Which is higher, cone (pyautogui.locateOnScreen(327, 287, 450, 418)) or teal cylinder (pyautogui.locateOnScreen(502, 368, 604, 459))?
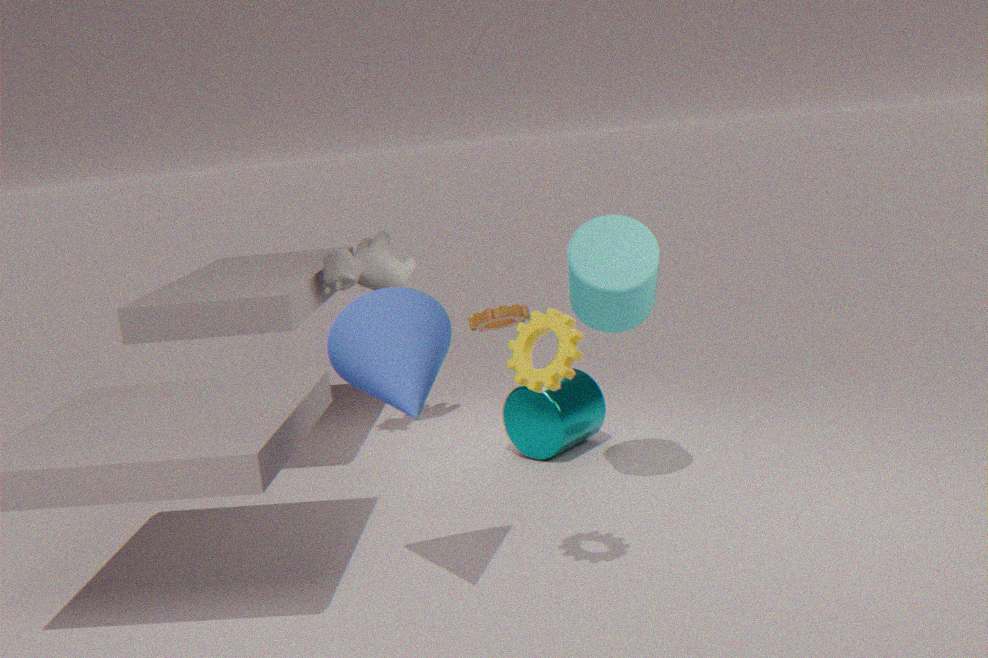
cone (pyautogui.locateOnScreen(327, 287, 450, 418))
